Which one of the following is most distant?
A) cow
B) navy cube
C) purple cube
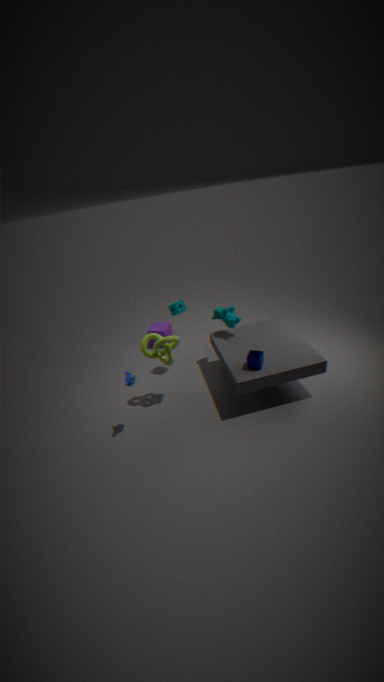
purple cube
